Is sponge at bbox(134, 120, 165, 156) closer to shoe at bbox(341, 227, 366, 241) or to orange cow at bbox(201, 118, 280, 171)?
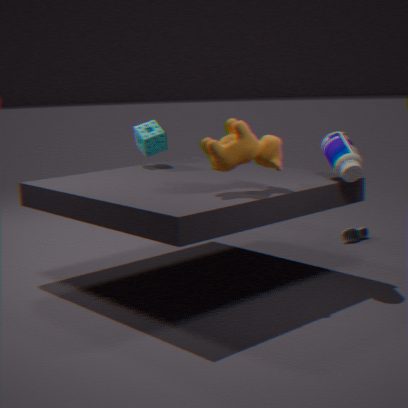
orange cow at bbox(201, 118, 280, 171)
